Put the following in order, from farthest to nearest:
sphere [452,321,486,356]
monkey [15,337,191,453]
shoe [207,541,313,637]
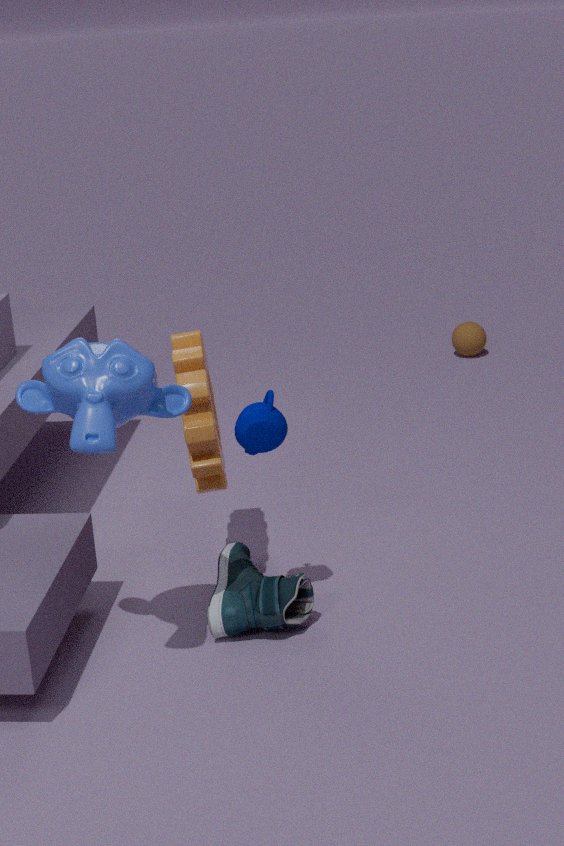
sphere [452,321,486,356]
shoe [207,541,313,637]
monkey [15,337,191,453]
